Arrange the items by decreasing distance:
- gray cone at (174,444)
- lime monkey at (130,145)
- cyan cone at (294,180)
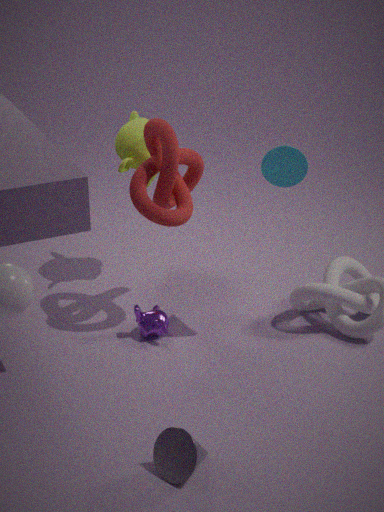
lime monkey at (130,145), cyan cone at (294,180), gray cone at (174,444)
